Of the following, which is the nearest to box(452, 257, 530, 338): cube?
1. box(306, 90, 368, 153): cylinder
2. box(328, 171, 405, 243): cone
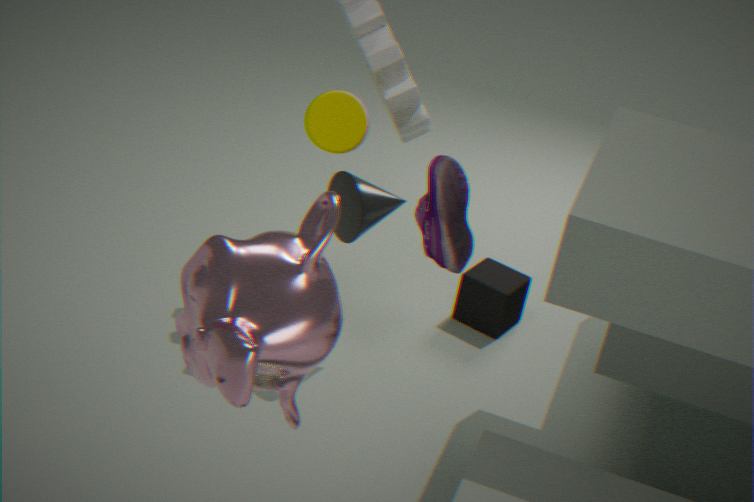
box(328, 171, 405, 243): cone
